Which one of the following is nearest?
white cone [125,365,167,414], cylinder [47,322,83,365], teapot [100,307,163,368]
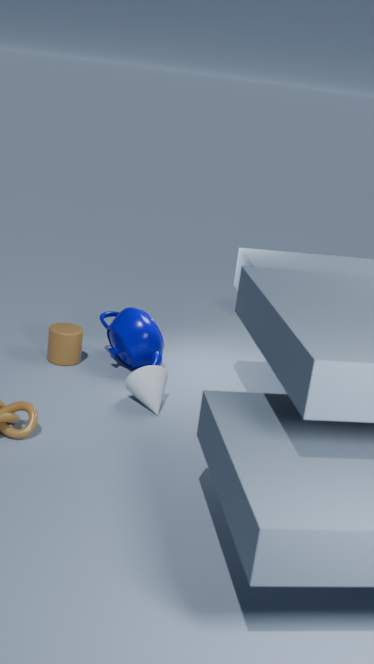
white cone [125,365,167,414]
